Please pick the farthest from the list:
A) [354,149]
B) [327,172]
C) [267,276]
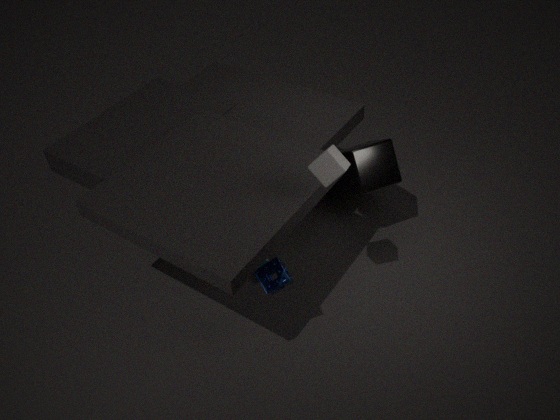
[354,149]
